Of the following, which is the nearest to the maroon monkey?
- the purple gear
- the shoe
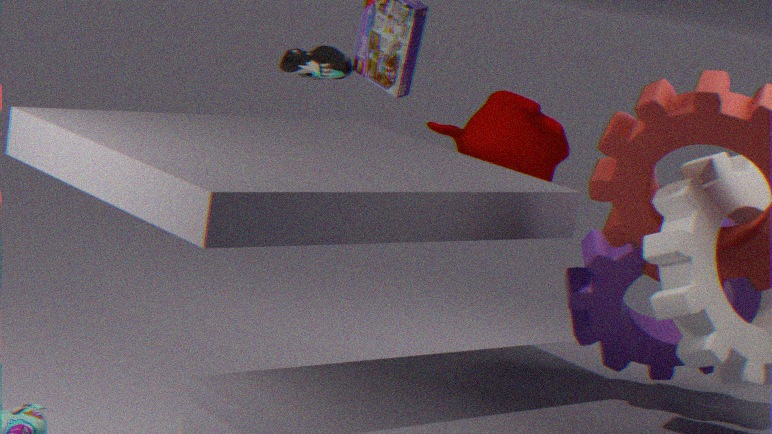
the shoe
